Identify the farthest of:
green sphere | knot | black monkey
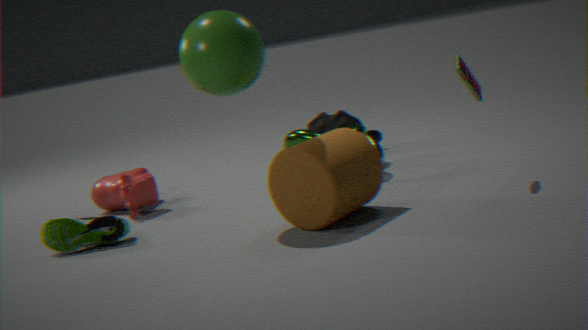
black monkey
